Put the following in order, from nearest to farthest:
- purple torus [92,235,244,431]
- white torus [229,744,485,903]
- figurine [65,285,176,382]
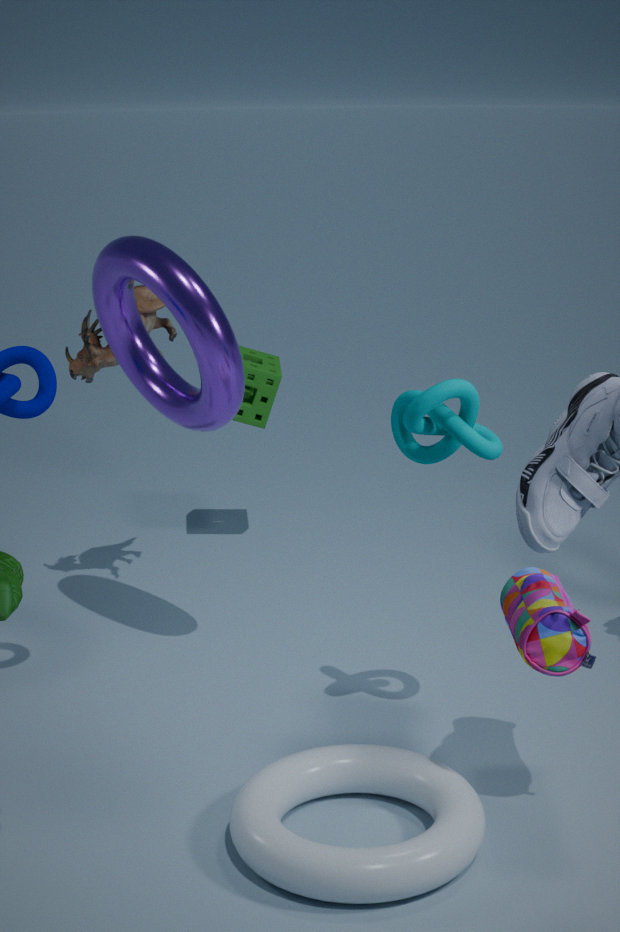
white torus [229,744,485,903] < purple torus [92,235,244,431] < figurine [65,285,176,382]
